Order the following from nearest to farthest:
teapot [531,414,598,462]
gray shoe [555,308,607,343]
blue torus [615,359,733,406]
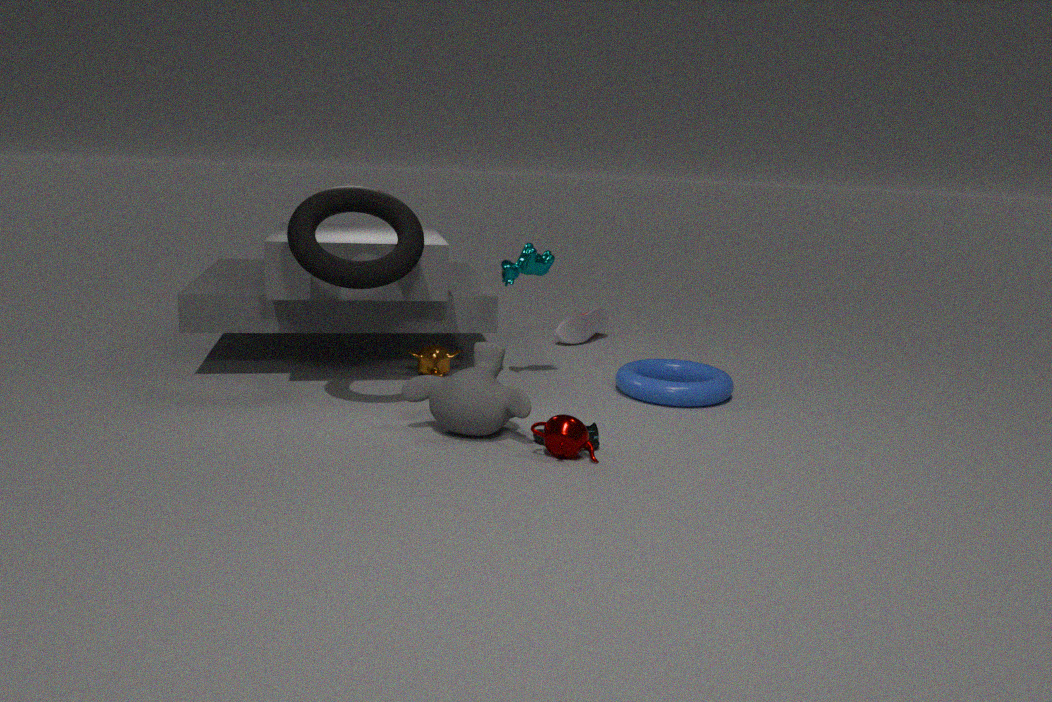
1. teapot [531,414,598,462]
2. blue torus [615,359,733,406]
3. gray shoe [555,308,607,343]
